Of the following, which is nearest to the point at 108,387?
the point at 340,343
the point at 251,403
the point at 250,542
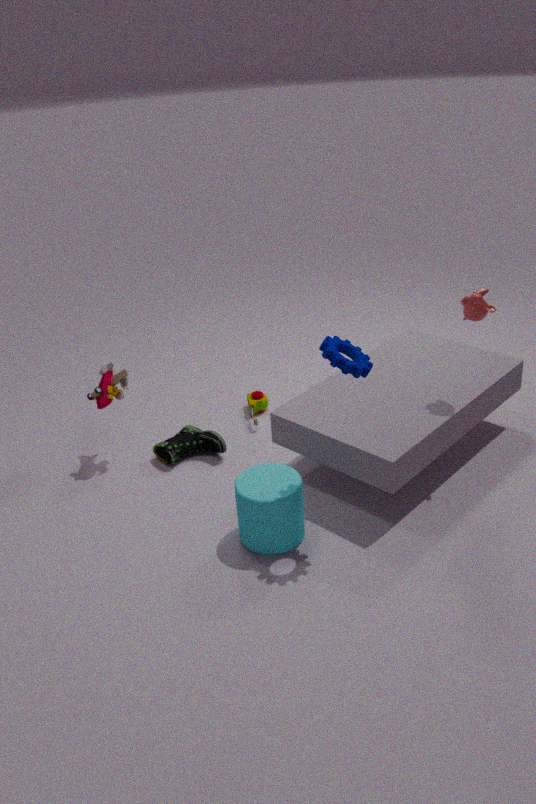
the point at 251,403
